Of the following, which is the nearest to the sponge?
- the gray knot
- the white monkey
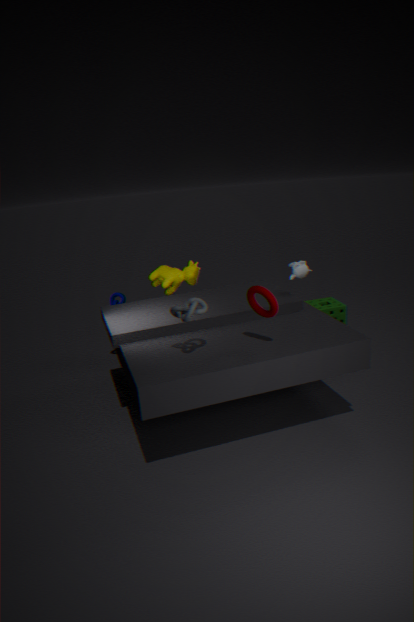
the white monkey
